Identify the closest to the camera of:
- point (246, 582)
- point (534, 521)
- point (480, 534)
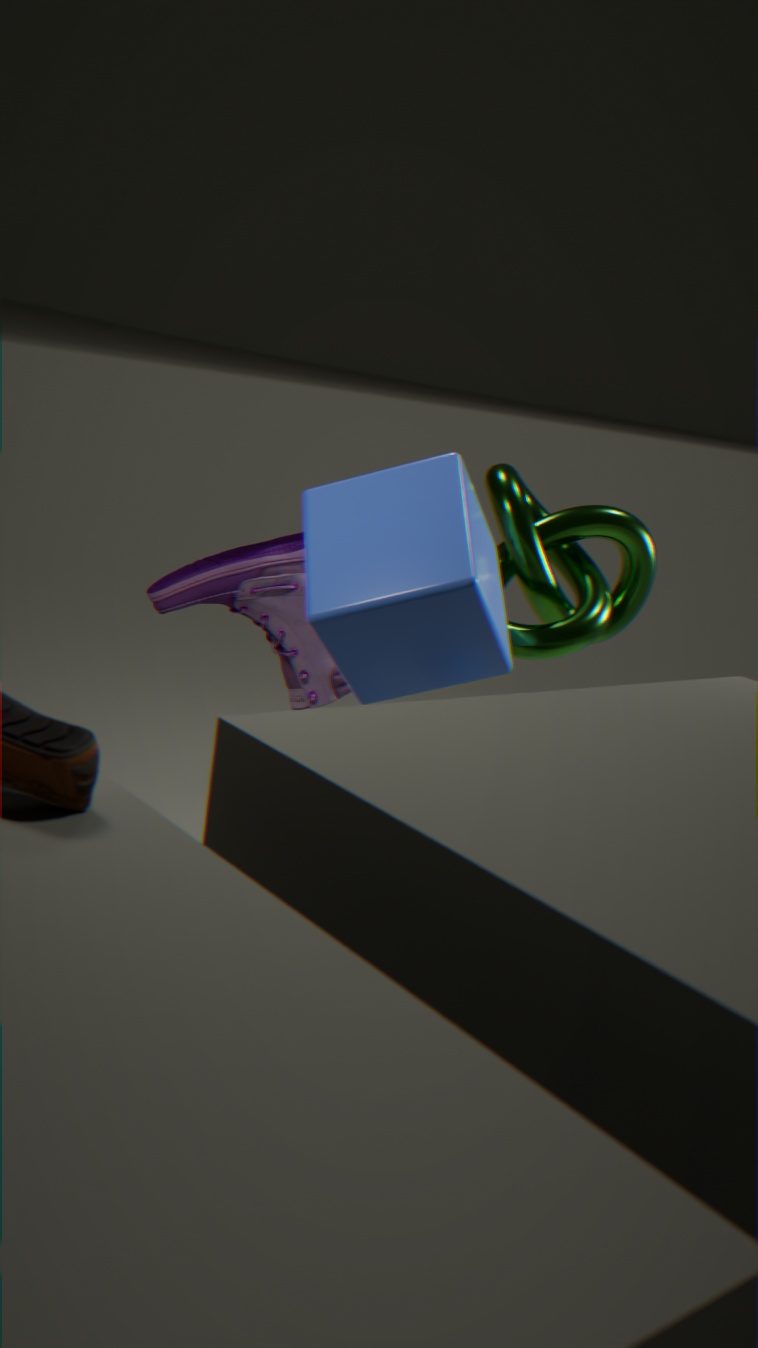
point (480, 534)
